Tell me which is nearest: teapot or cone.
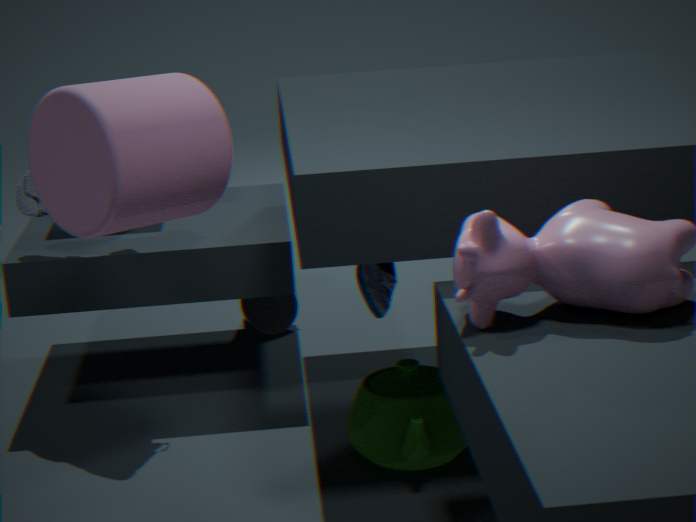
teapot
